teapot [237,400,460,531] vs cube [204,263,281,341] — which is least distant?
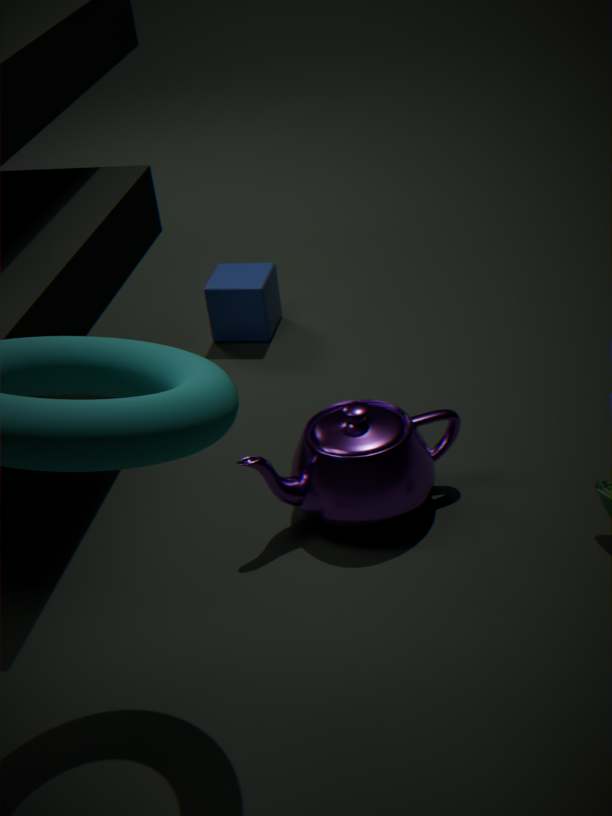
teapot [237,400,460,531]
